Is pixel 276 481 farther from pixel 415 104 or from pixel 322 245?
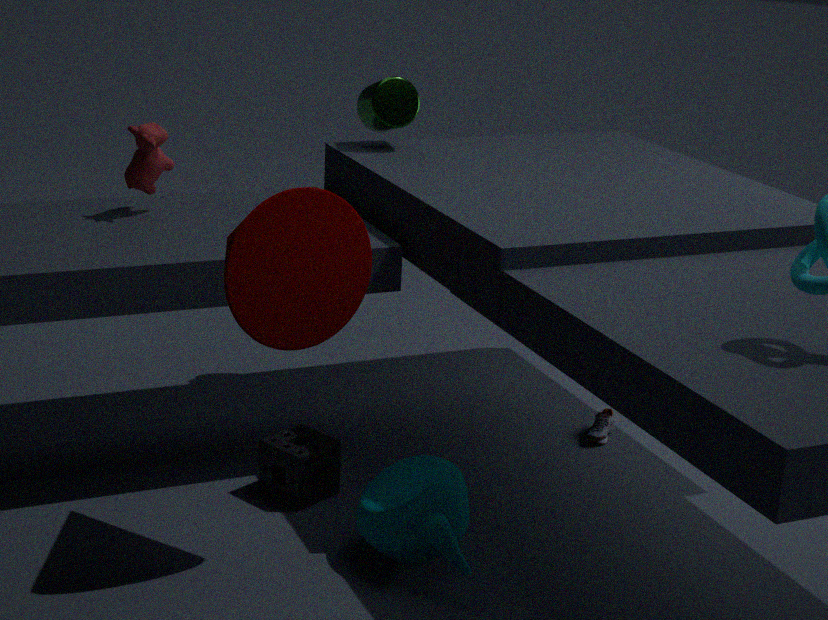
pixel 415 104
